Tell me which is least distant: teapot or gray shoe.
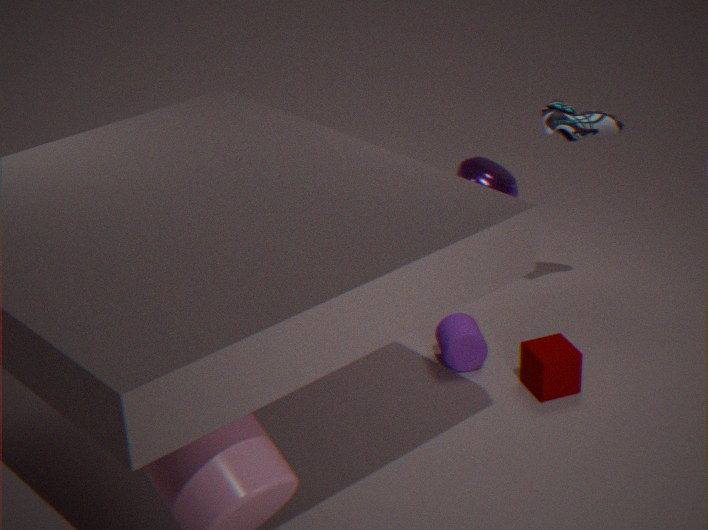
gray shoe
